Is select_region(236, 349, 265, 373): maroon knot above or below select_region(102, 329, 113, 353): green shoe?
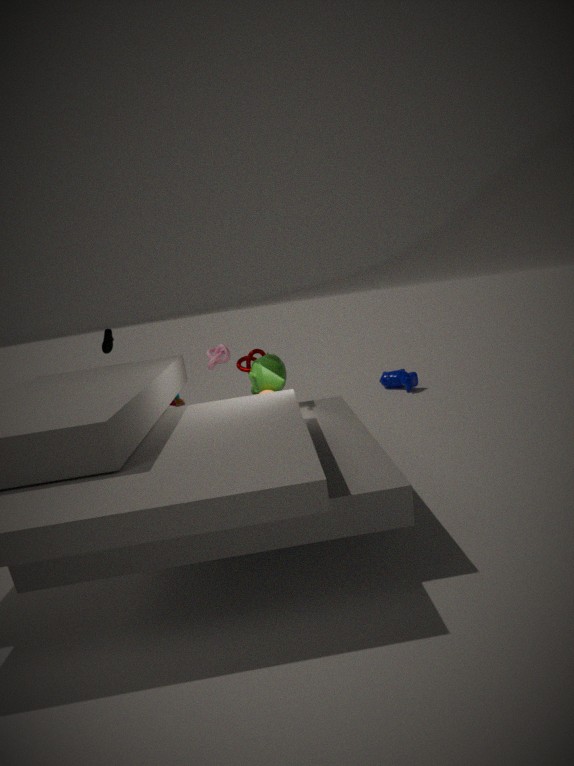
below
